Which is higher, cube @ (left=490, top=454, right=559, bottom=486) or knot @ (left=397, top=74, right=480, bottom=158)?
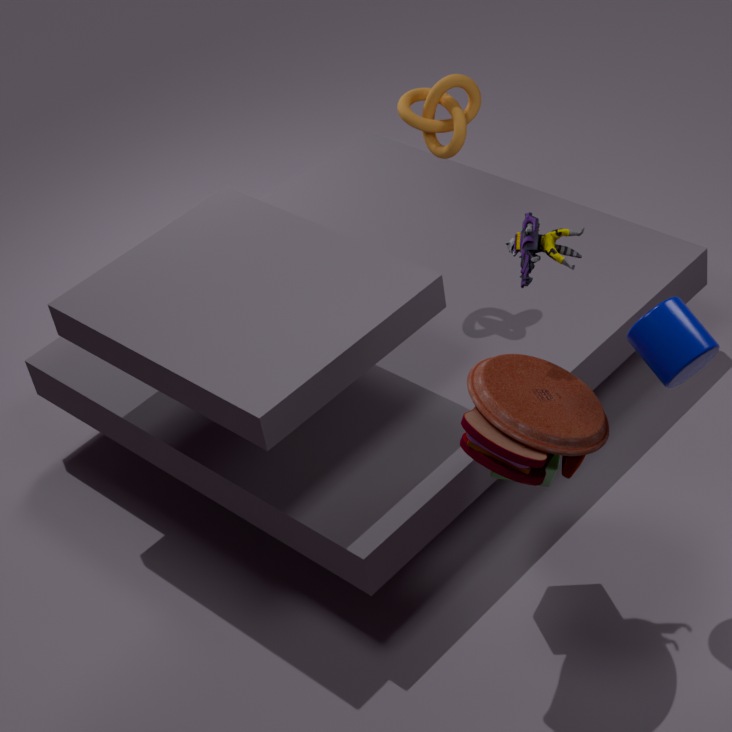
knot @ (left=397, top=74, right=480, bottom=158)
